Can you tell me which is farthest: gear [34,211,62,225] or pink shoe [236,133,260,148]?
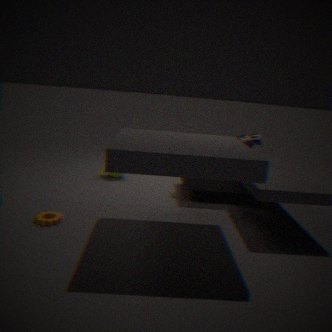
pink shoe [236,133,260,148]
